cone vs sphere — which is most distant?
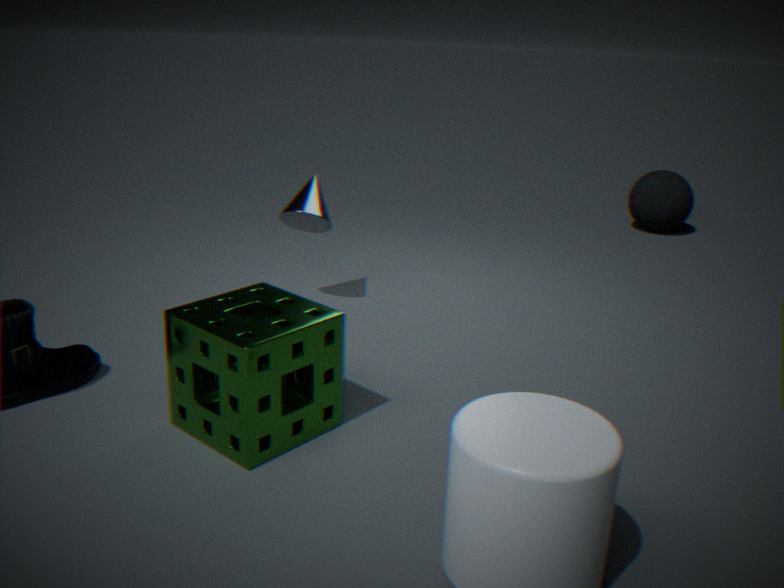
sphere
